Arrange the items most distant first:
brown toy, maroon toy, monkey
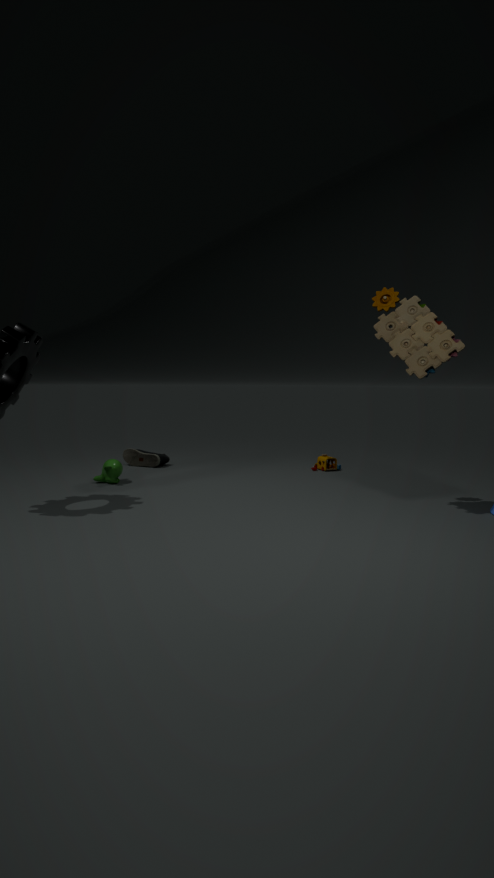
maroon toy < monkey < brown toy
